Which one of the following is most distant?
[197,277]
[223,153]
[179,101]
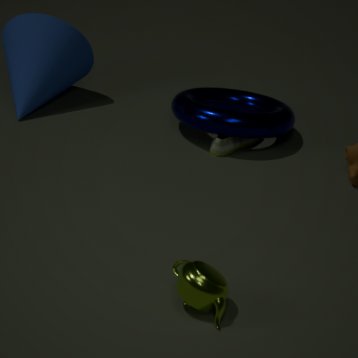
[179,101]
